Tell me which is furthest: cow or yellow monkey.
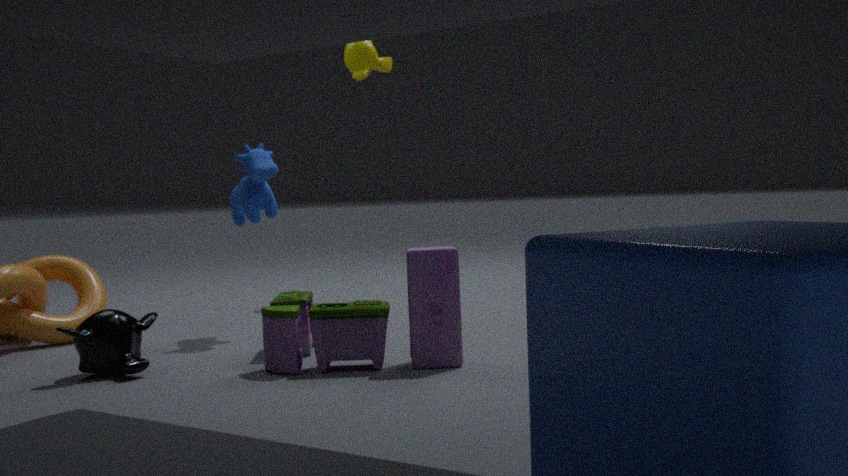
yellow monkey
